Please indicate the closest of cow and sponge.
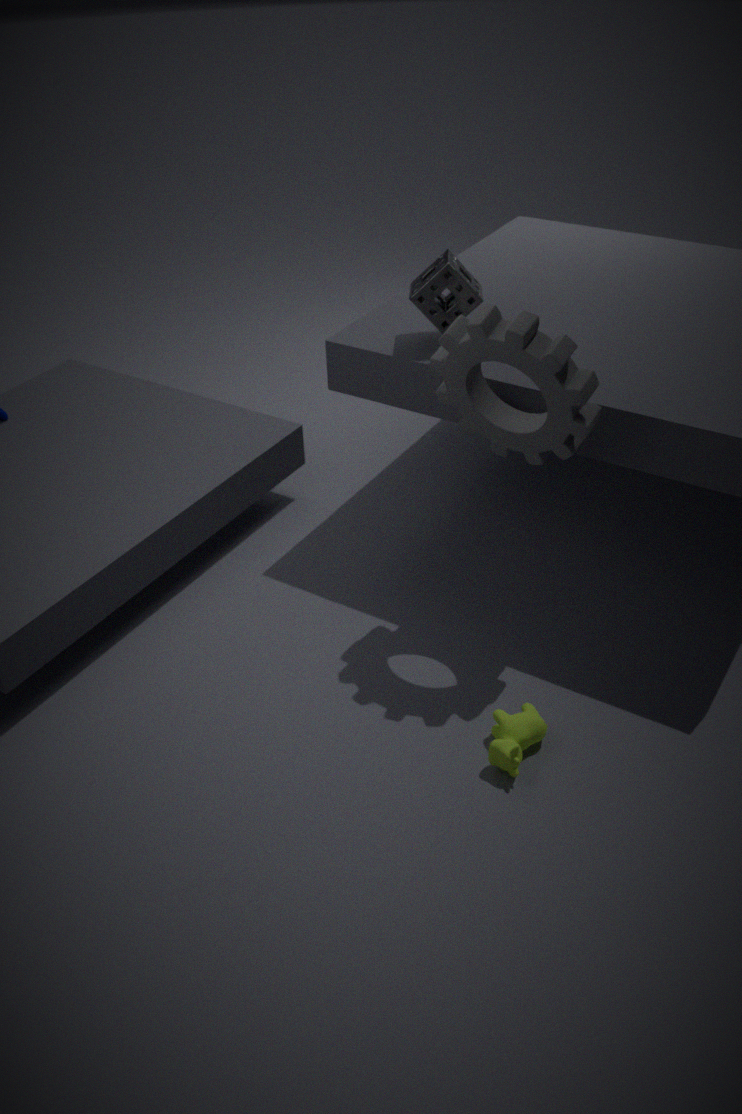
cow
